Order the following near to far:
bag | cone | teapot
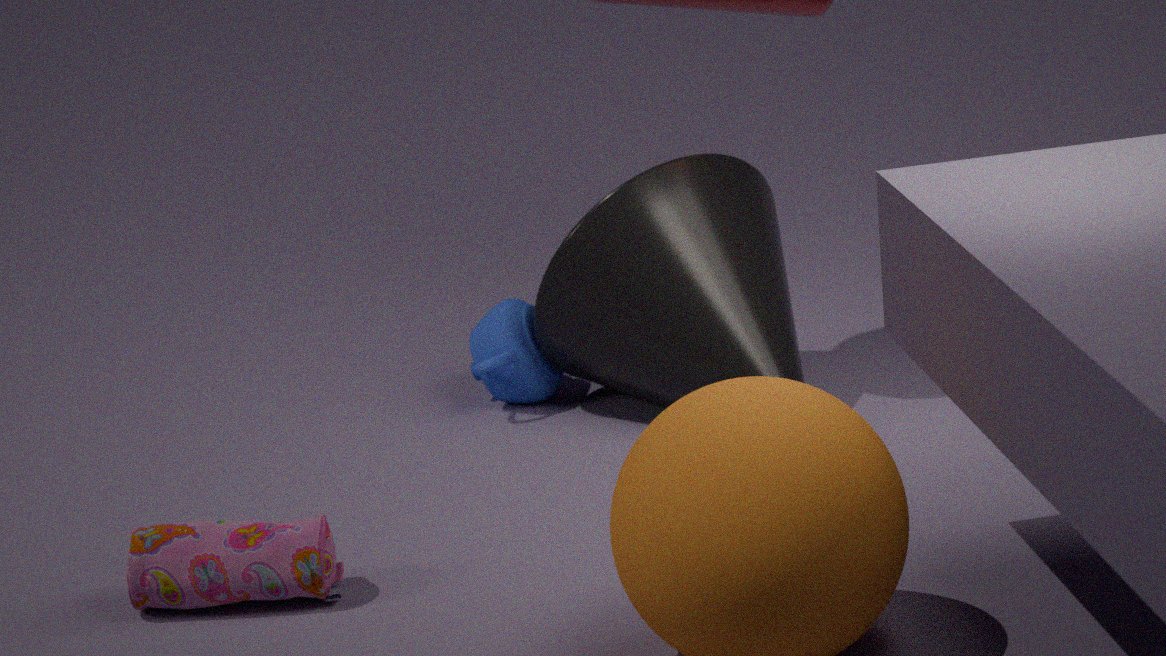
bag < cone < teapot
